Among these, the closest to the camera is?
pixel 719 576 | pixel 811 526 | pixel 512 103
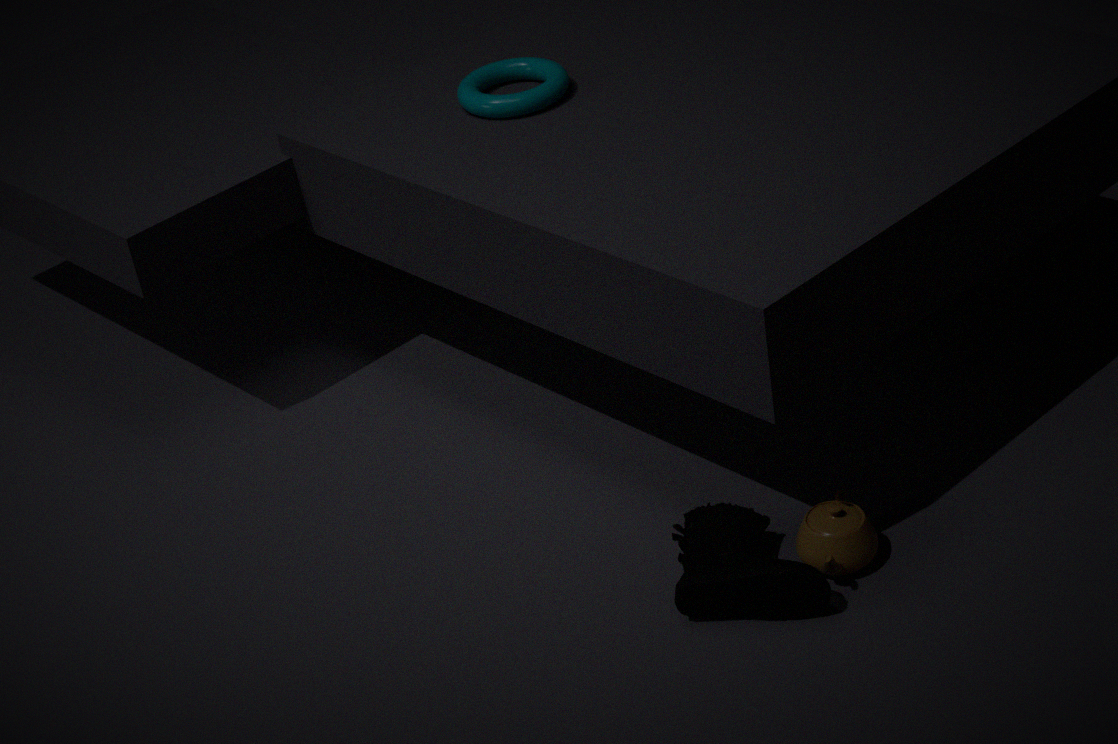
pixel 719 576
